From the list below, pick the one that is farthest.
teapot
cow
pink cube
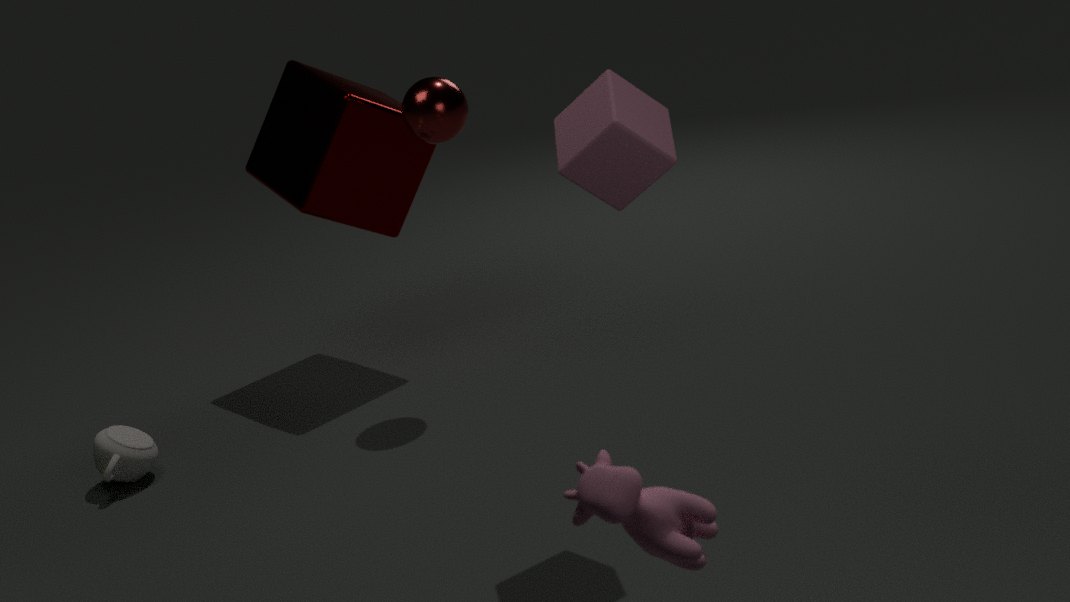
teapot
